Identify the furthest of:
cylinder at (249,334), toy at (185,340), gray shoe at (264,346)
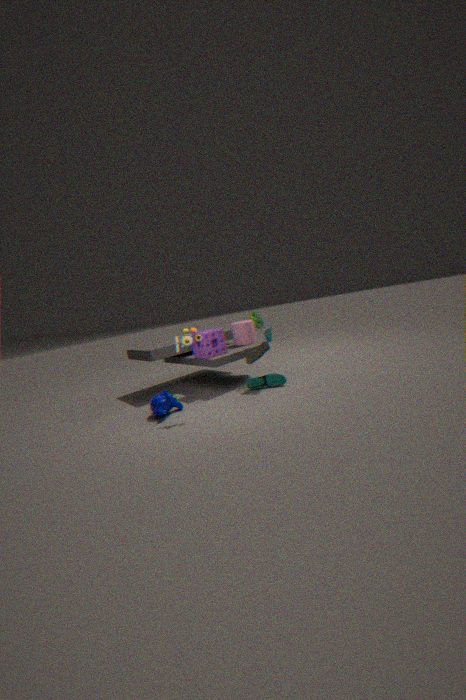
cylinder at (249,334)
